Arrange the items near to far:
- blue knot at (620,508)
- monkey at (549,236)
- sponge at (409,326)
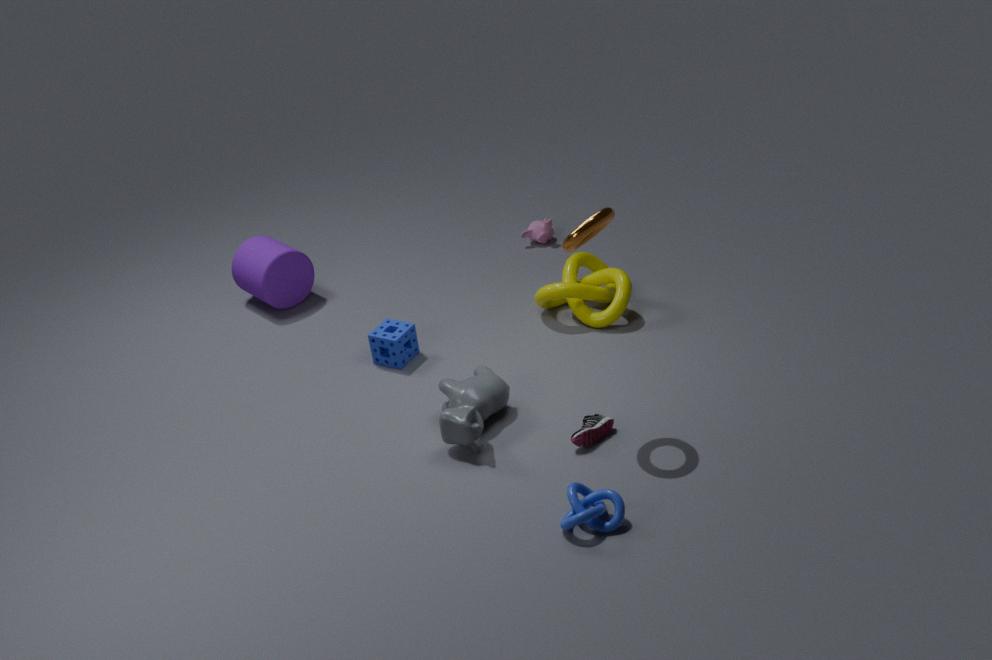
blue knot at (620,508) < sponge at (409,326) < monkey at (549,236)
